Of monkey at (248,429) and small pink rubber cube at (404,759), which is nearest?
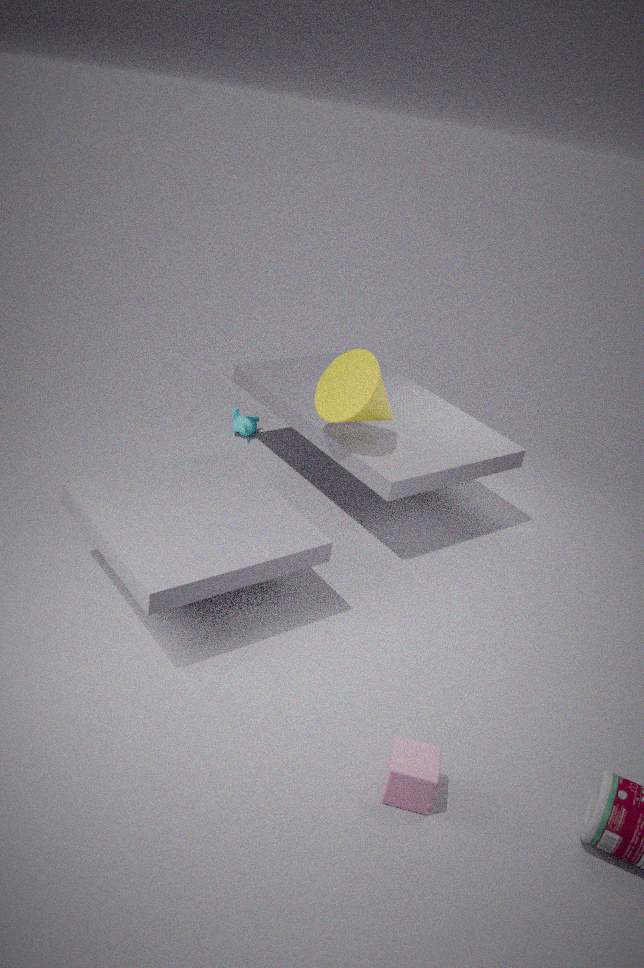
small pink rubber cube at (404,759)
